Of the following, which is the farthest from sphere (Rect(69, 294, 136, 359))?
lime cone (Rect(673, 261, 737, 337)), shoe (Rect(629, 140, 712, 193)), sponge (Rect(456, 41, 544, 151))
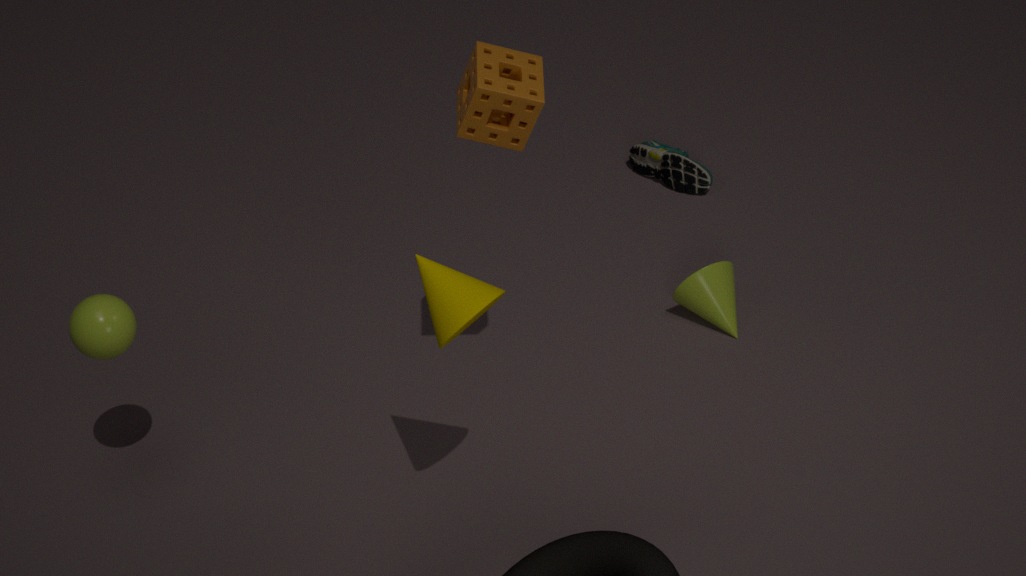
shoe (Rect(629, 140, 712, 193))
